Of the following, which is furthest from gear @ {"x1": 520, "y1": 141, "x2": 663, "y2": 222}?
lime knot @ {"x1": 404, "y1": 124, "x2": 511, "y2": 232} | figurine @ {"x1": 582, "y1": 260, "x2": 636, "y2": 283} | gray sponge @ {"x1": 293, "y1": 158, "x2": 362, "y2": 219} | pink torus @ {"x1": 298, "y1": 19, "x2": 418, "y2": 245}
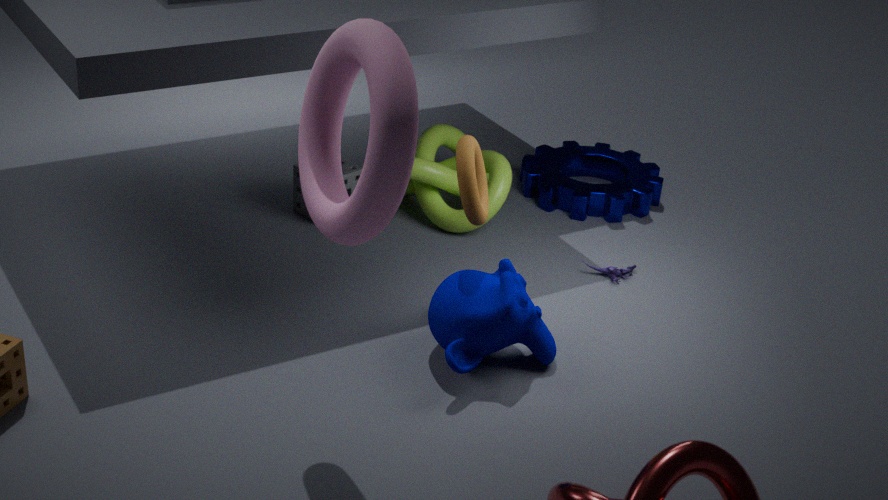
pink torus @ {"x1": 298, "y1": 19, "x2": 418, "y2": 245}
